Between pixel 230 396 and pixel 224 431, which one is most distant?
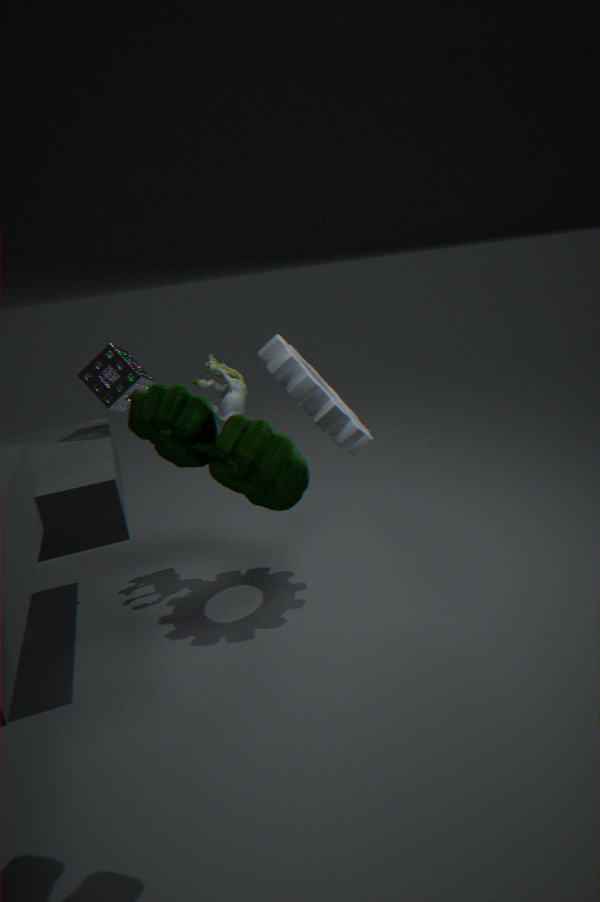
pixel 230 396
